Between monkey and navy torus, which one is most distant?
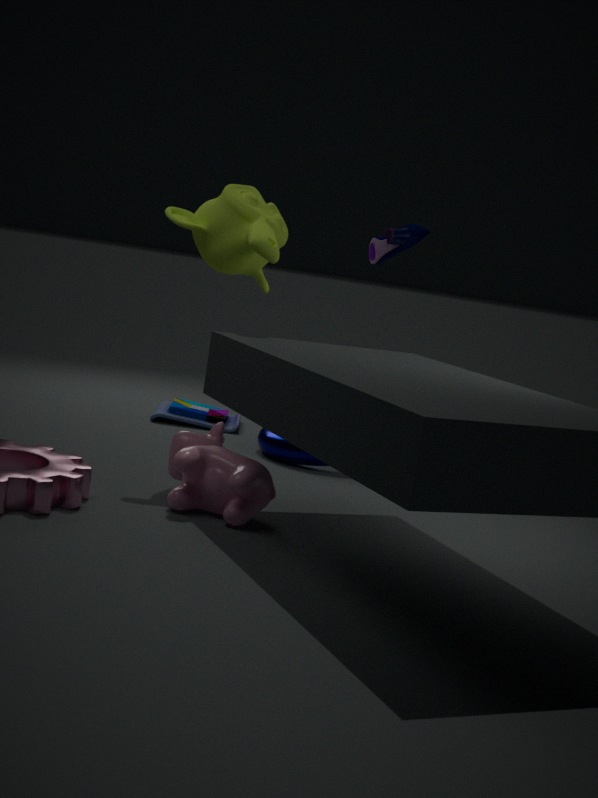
navy torus
